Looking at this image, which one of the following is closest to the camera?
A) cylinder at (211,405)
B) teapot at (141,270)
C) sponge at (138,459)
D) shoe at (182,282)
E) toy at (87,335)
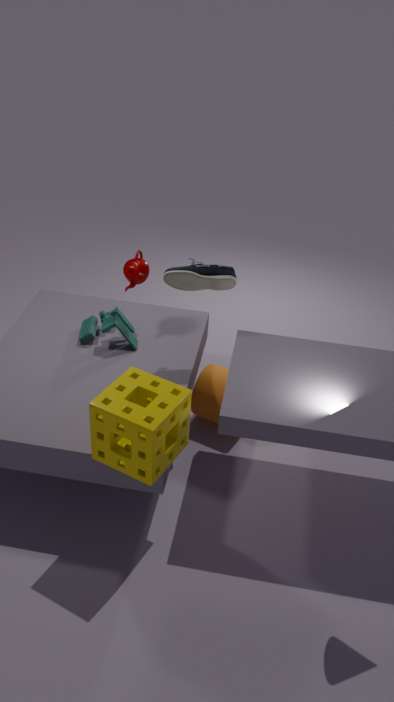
sponge at (138,459)
